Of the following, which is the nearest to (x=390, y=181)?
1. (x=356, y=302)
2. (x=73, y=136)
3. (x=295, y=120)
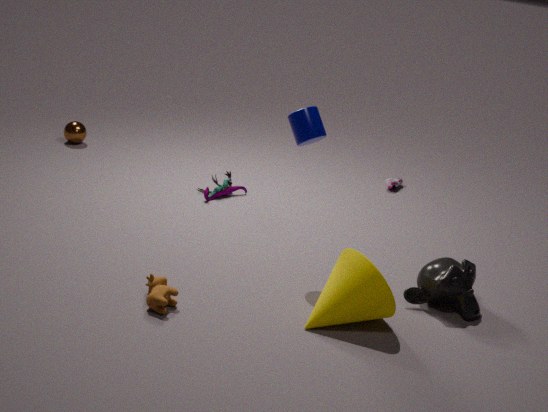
(x=295, y=120)
